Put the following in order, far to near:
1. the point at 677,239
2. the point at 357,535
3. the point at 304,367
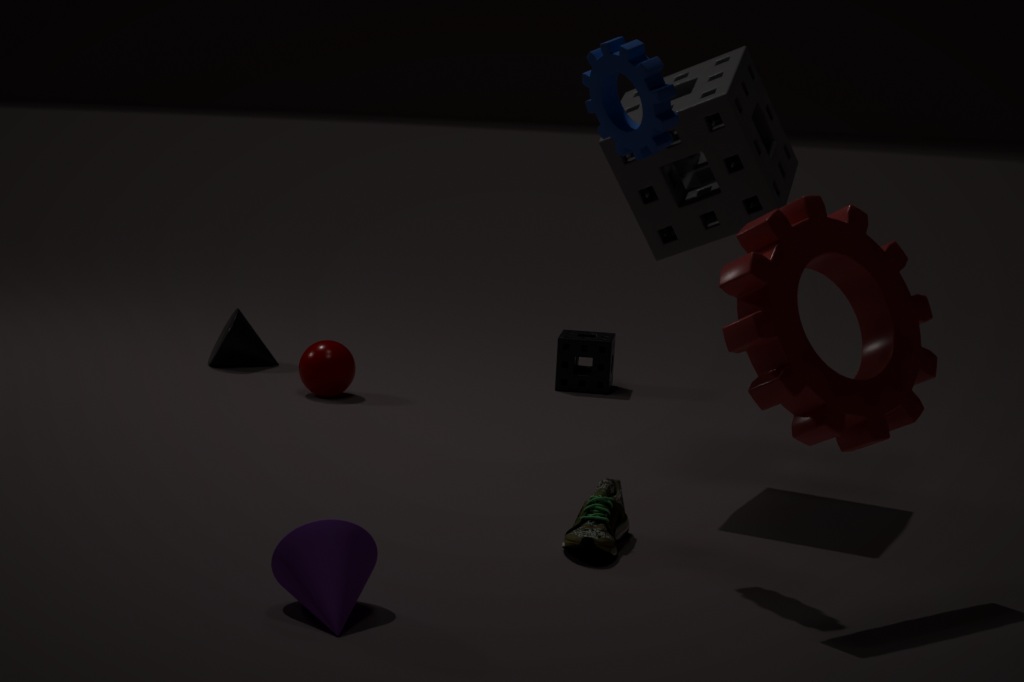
the point at 304,367 → the point at 677,239 → the point at 357,535
